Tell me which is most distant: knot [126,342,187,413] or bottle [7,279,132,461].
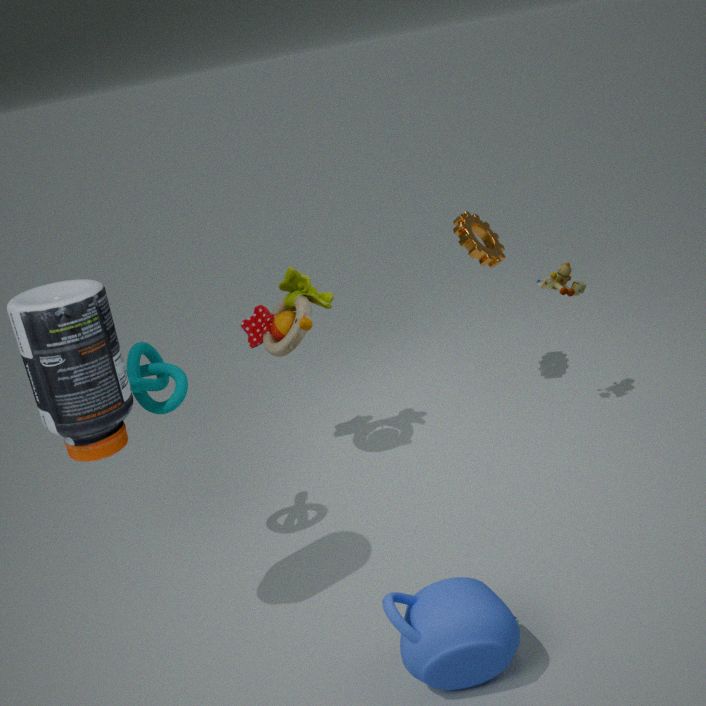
knot [126,342,187,413]
